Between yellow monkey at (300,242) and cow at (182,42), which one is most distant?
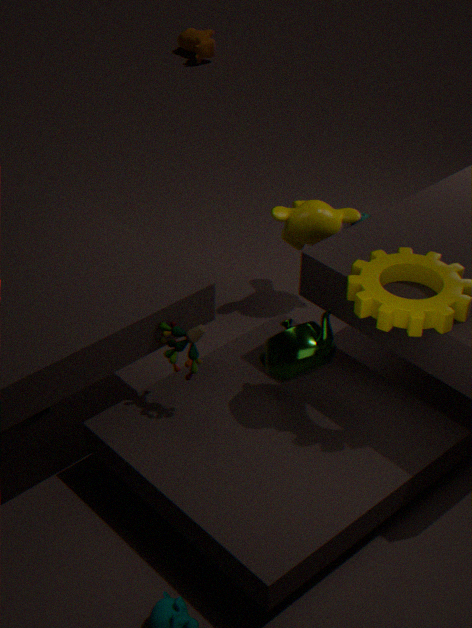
cow at (182,42)
